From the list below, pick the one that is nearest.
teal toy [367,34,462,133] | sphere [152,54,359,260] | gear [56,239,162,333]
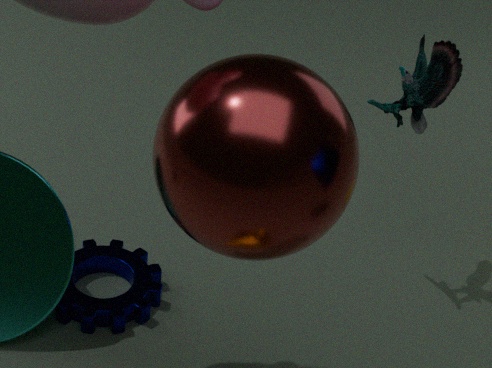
sphere [152,54,359,260]
